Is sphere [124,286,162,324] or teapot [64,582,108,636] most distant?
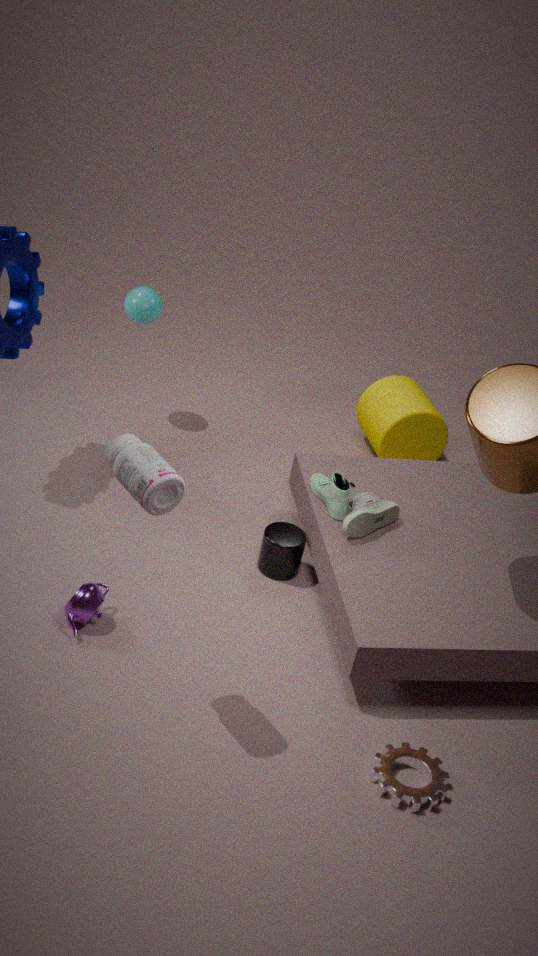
sphere [124,286,162,324]
